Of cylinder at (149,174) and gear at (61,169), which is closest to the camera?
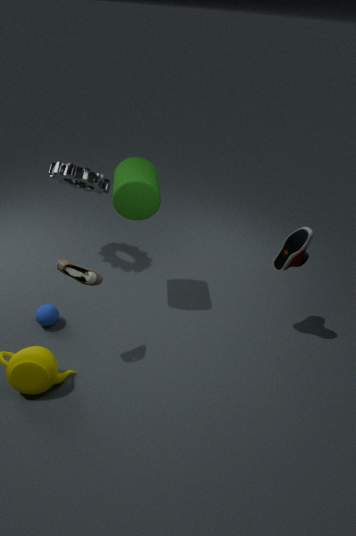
cylinder at (149,174)
